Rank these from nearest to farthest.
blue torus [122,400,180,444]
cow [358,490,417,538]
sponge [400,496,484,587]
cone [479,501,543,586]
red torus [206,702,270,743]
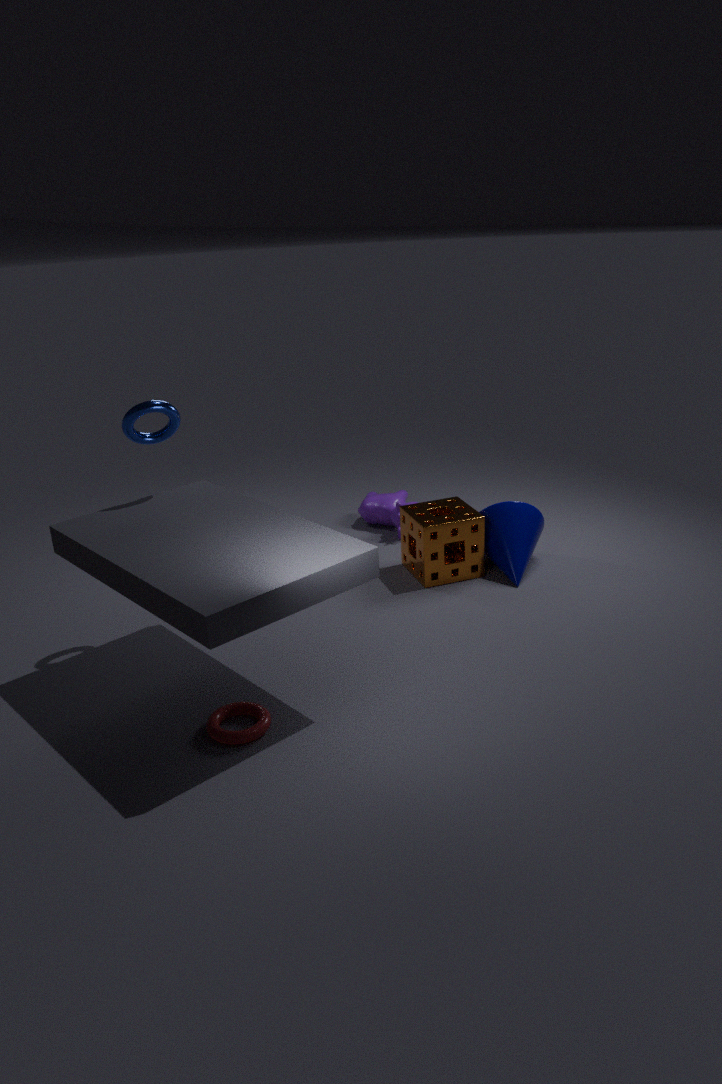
red torus [206,702,270,743] → blue torus [122,400,180,444] → sponge [400,496,484,587] → cone [479,501,543,586] → cow [358,490,417,538]
